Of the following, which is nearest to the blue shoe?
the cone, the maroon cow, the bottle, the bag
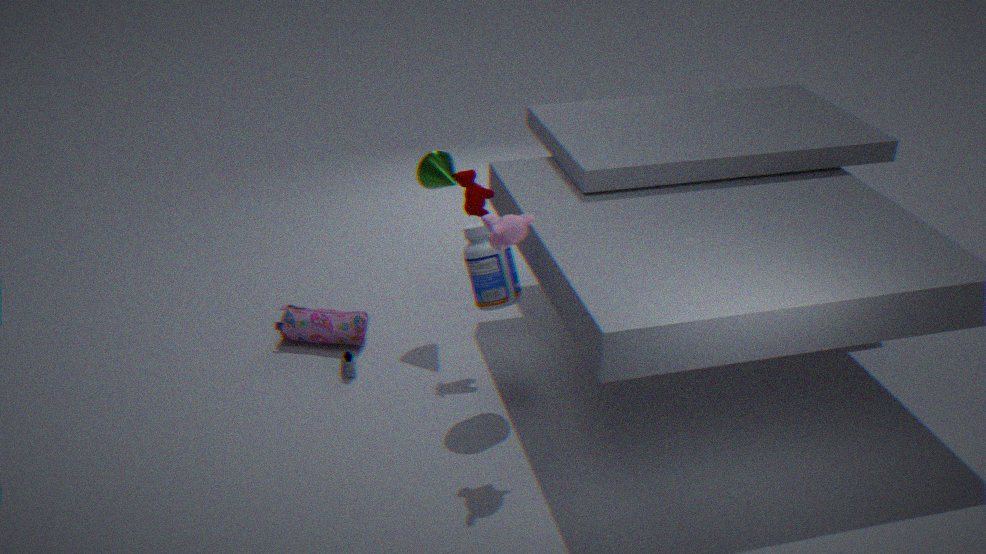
the bag
